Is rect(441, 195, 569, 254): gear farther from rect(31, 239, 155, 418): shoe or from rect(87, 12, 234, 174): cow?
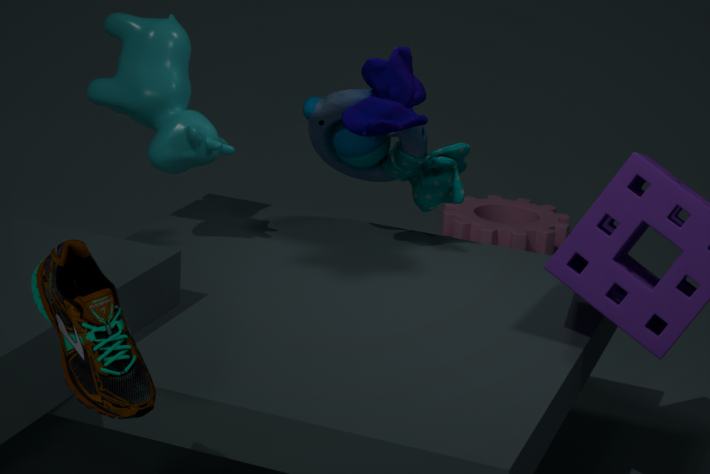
rect(31, 239, 155, 418): shoe
